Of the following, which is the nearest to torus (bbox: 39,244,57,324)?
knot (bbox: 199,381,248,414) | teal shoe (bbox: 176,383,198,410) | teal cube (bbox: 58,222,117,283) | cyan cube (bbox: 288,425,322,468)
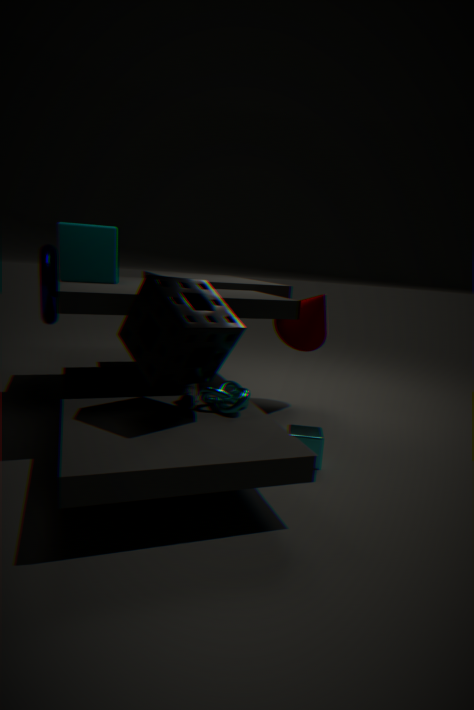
teal cube (bbox: 58,222,117,283)
